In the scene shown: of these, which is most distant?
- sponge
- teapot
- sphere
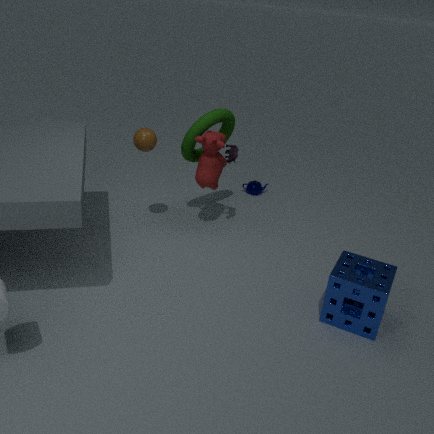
teapot
